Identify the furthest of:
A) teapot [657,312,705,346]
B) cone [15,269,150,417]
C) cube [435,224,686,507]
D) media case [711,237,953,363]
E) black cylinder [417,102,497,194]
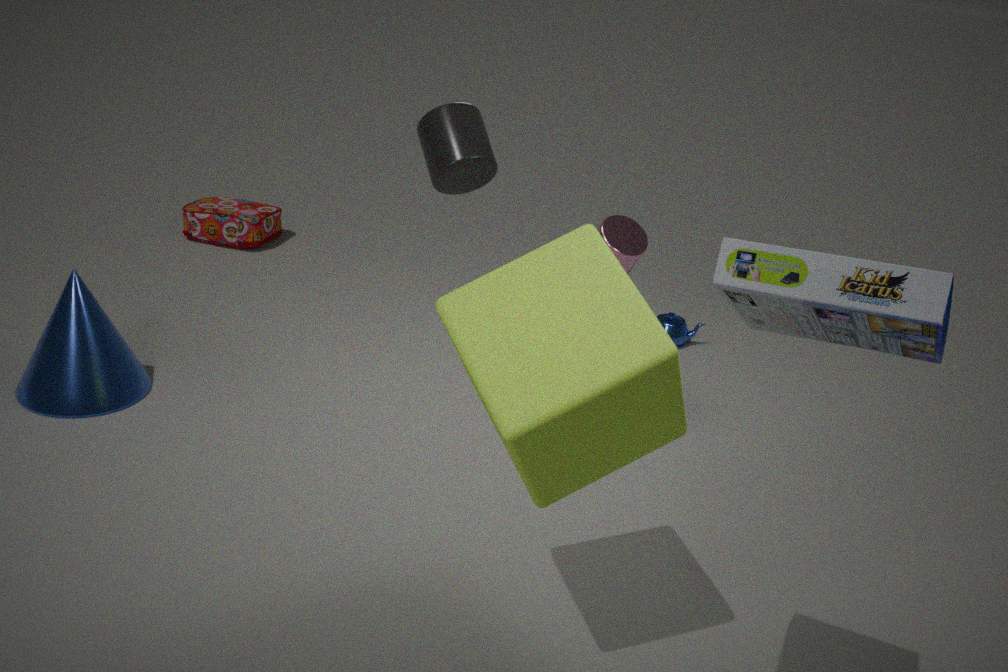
teapot [657,312,705,346]
